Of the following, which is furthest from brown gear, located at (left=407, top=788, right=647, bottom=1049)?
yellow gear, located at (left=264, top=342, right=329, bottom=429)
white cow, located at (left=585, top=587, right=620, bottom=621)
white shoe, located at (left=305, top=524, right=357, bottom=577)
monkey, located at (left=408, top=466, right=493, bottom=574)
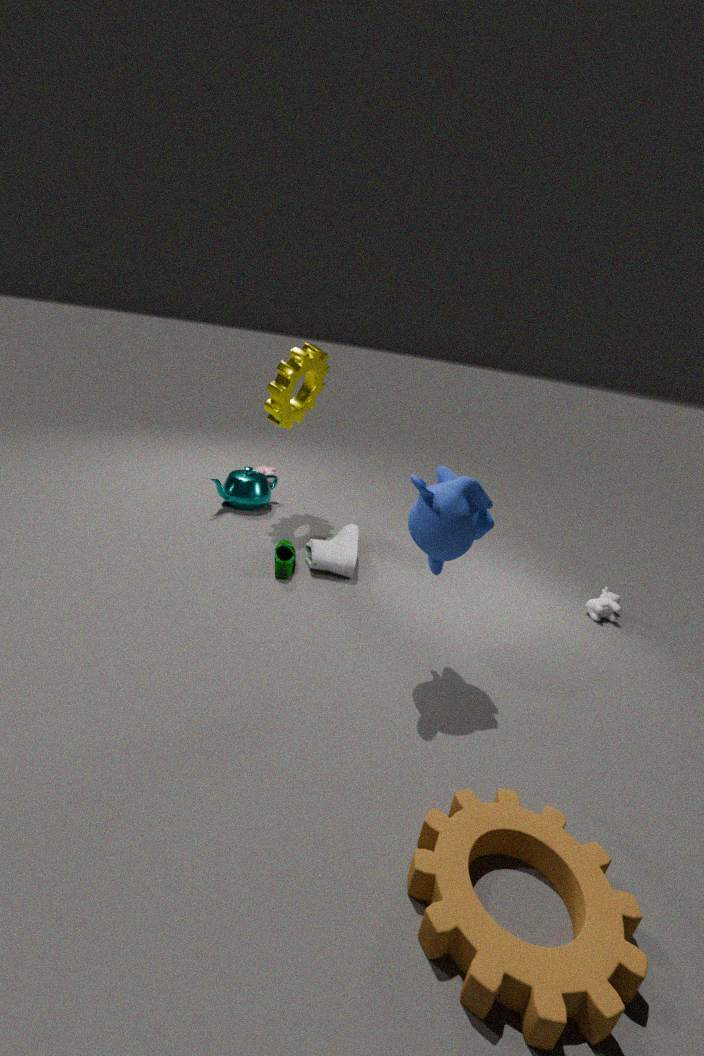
yellow gear, located at (left=264, top=342, right=329, bottom=429)
